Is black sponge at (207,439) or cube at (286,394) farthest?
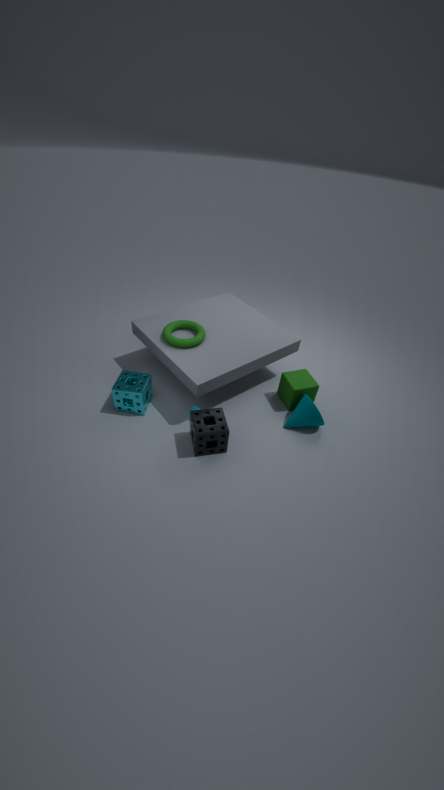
cube at (286,394)
